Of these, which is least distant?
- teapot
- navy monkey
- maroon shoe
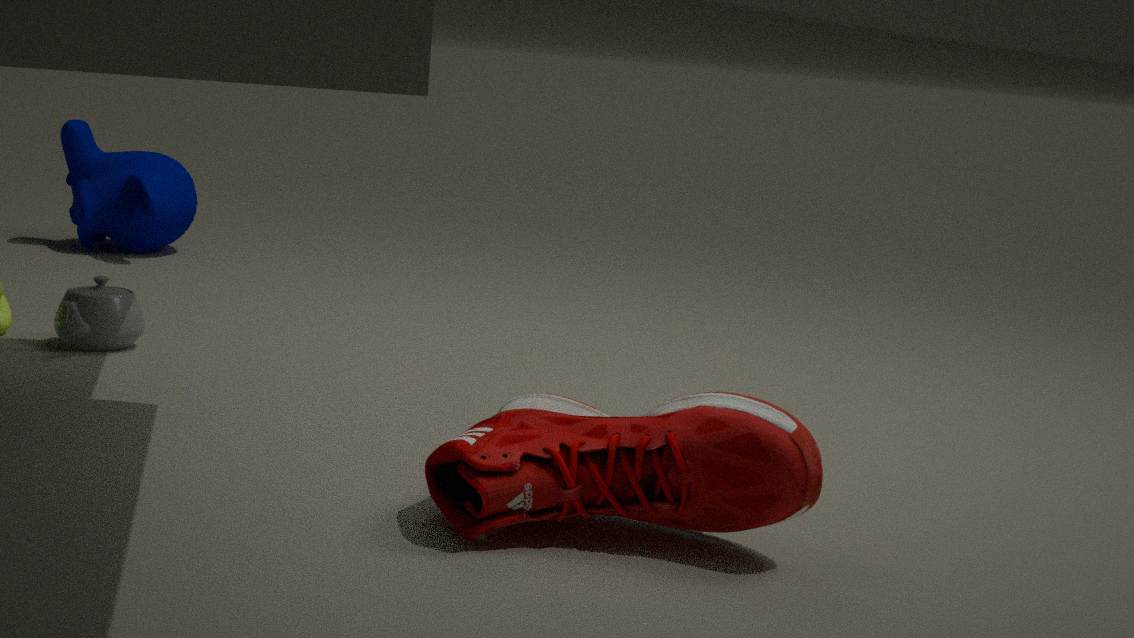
maroon shoe
